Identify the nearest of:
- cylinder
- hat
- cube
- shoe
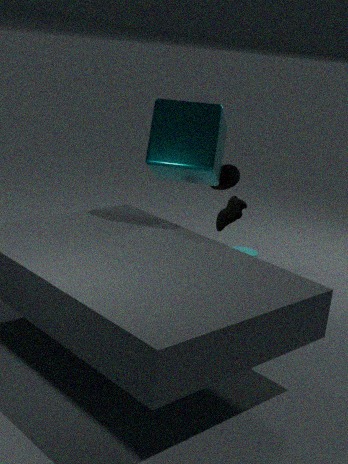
cube
